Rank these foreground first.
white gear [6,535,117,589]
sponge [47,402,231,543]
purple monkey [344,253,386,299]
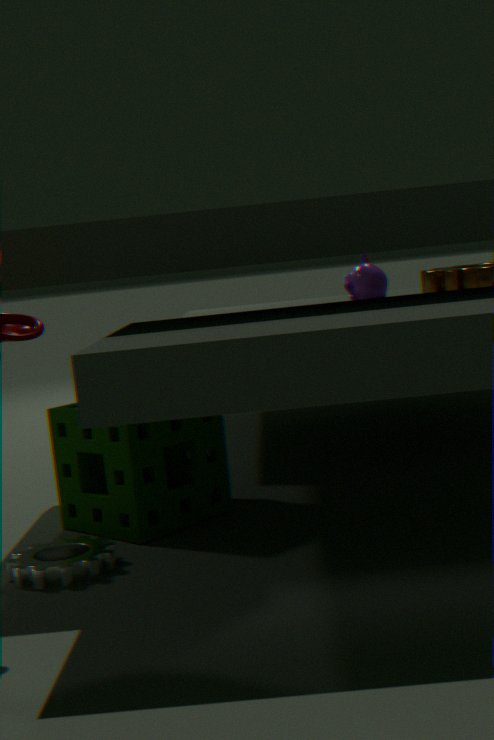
white gear [6,535,117,589], sponge [47,402,231,543], purple monkey [344,253,386,299]
